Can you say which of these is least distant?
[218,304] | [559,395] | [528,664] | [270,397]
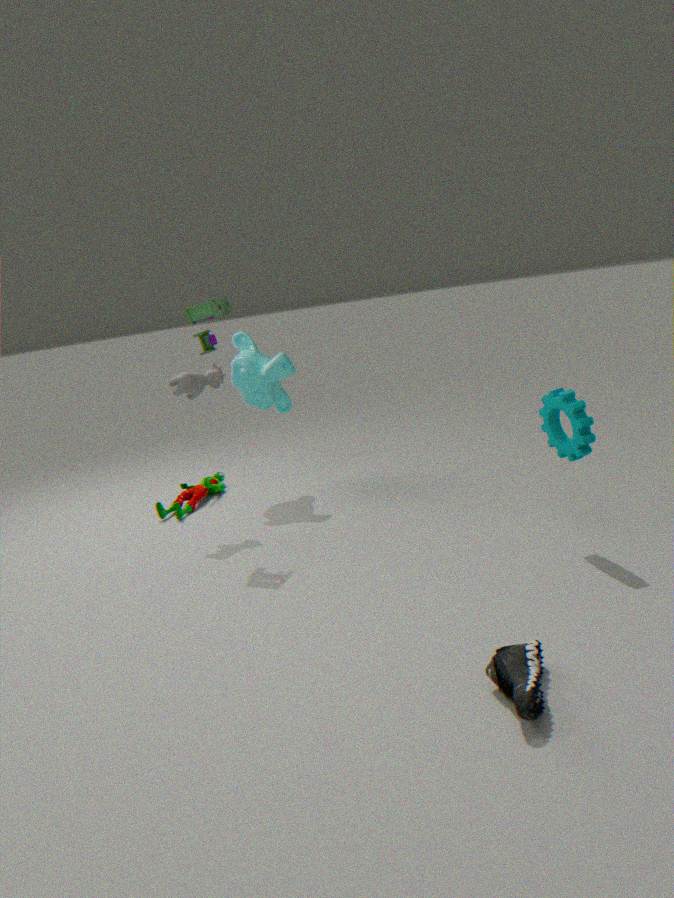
[528,664]
